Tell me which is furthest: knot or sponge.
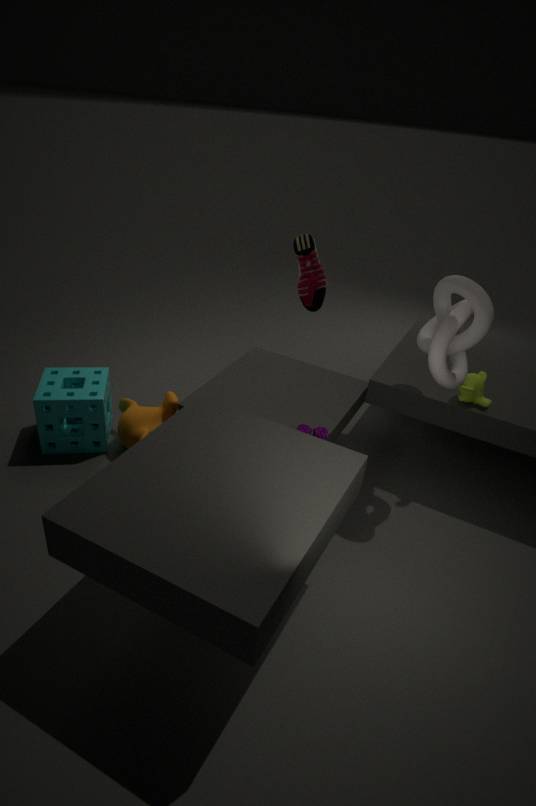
sponge
